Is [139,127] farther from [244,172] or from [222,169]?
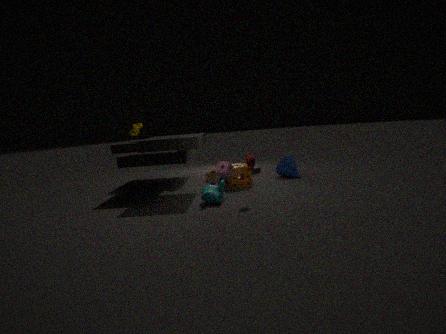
[244,172]
